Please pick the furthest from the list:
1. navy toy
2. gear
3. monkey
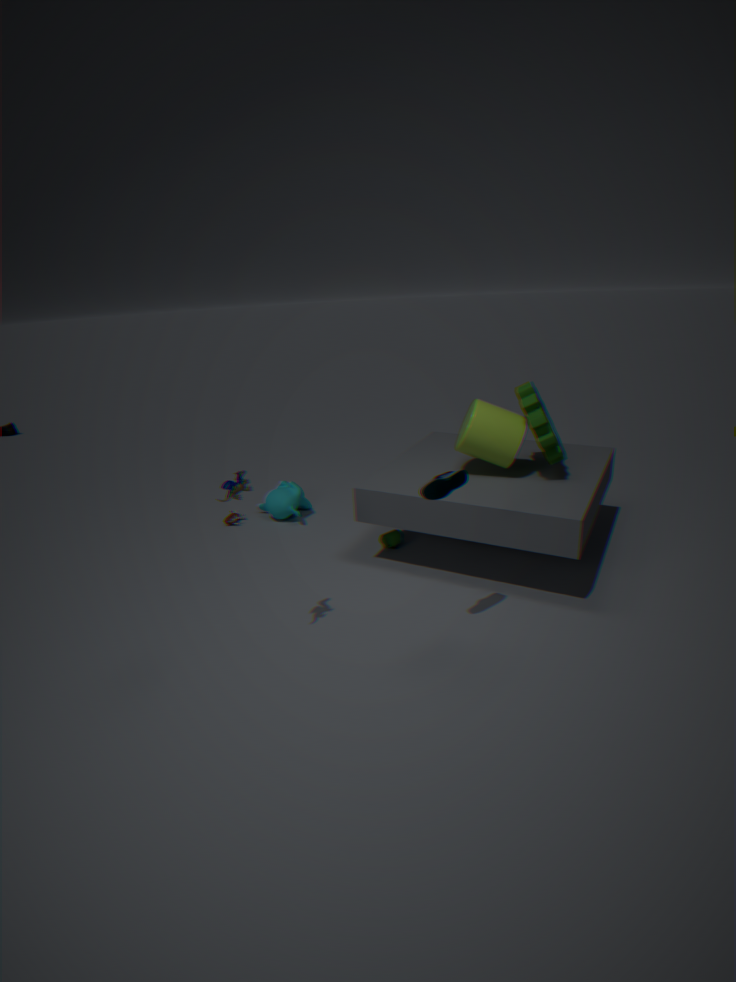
monkey
